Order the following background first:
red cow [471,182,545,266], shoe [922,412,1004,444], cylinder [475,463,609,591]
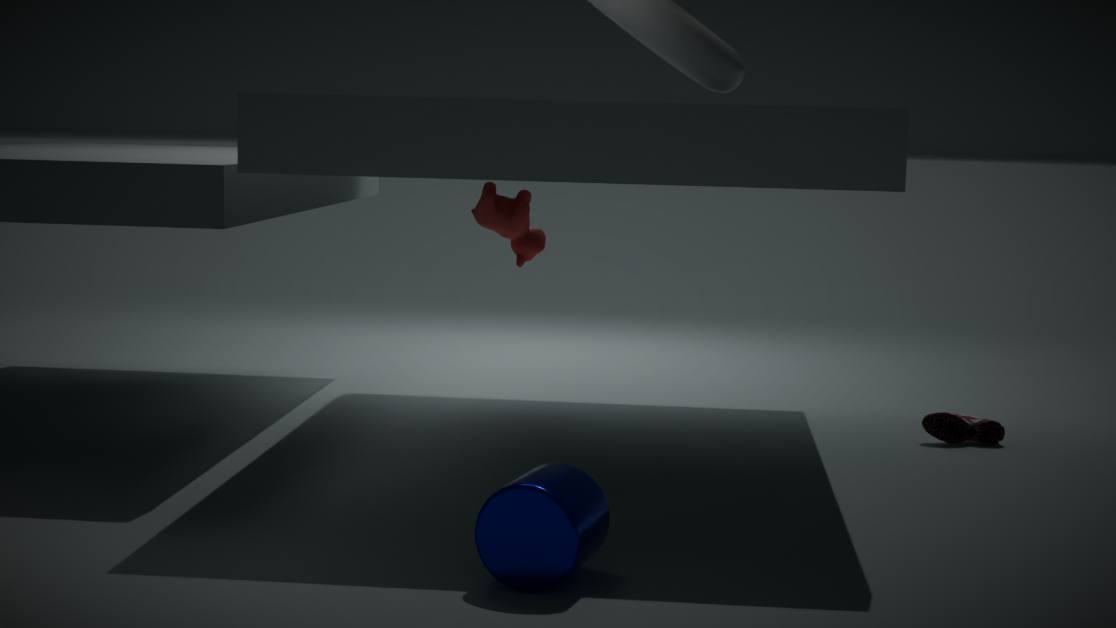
red cow [471,182,545,266] → shoe [922,412,1004,444] → cylinder [475,463,609,591]
